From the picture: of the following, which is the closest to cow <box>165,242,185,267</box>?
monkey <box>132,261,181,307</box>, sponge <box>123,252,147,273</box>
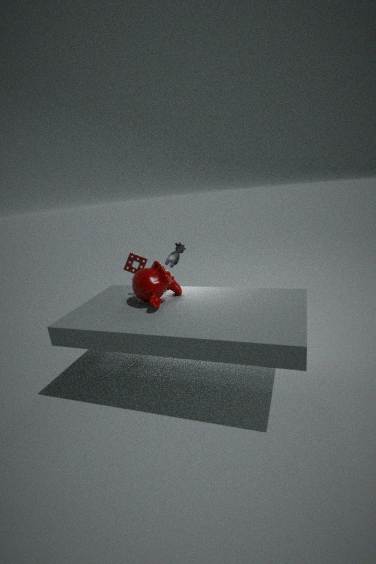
sponge <box>123,252,147,273</box>
